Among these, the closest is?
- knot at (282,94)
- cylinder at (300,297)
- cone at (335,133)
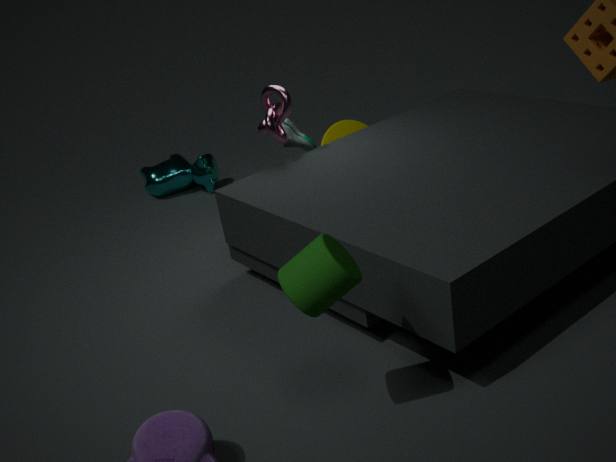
cylinder at (300,297)
